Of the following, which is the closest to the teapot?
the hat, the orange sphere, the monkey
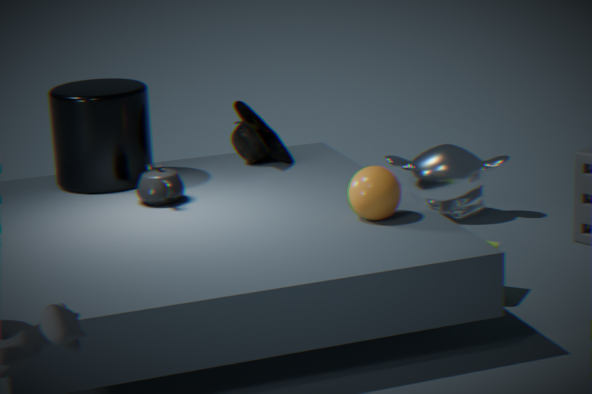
the hat
